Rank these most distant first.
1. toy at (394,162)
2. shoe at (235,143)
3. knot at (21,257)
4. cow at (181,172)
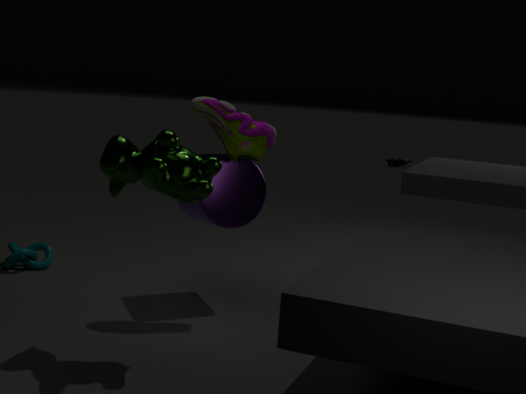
toy at (394,162)
knot at (21,257)
shoe at (235,143)
cow at (181,172)
